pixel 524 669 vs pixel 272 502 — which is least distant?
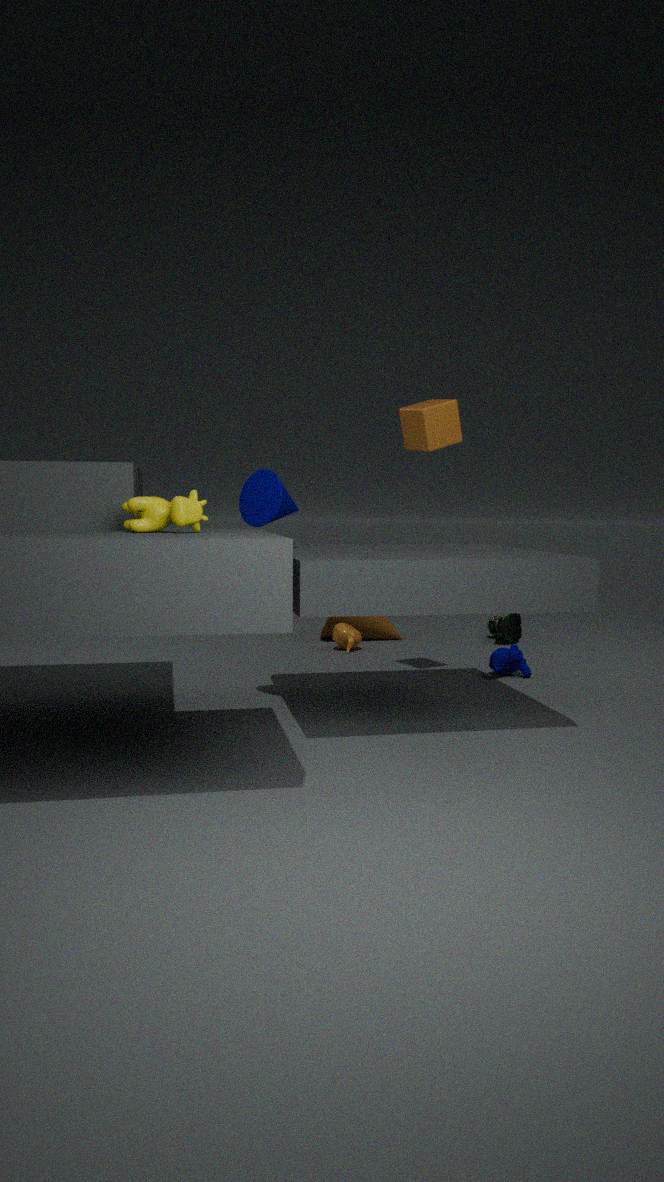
pixel 272 502
